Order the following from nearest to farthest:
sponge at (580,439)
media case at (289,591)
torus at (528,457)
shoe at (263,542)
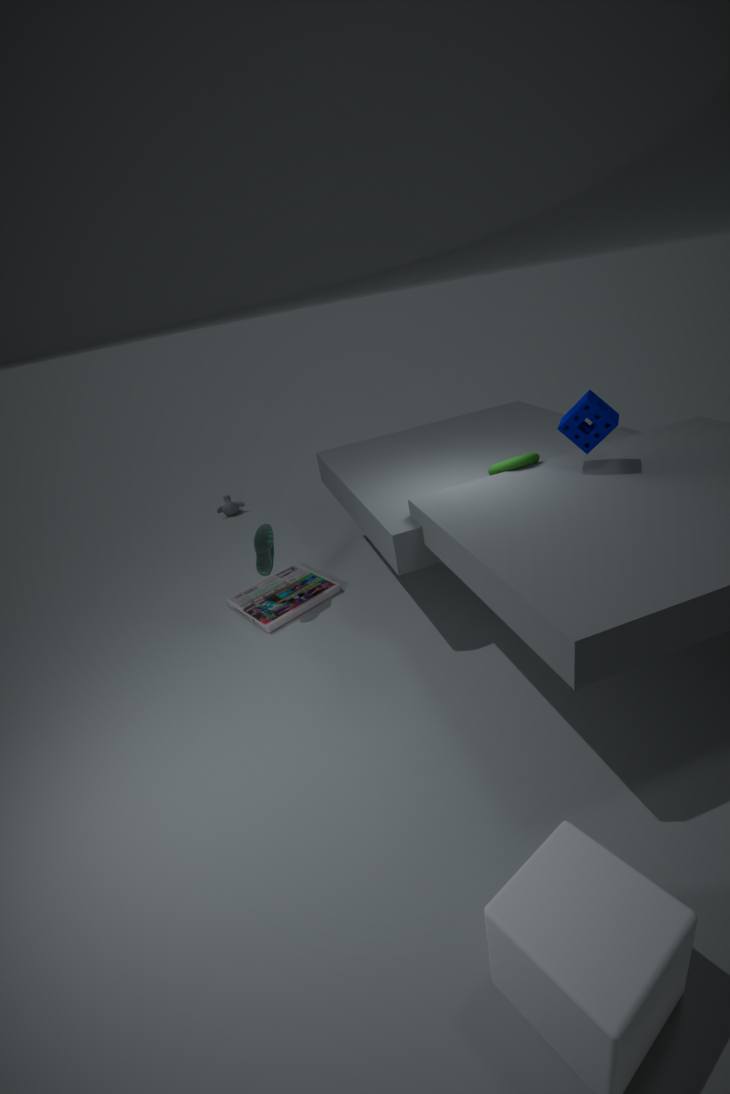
sponge at (580,439)
torus at (528,457)
shoe at (263,542)
media case at (289,591)
